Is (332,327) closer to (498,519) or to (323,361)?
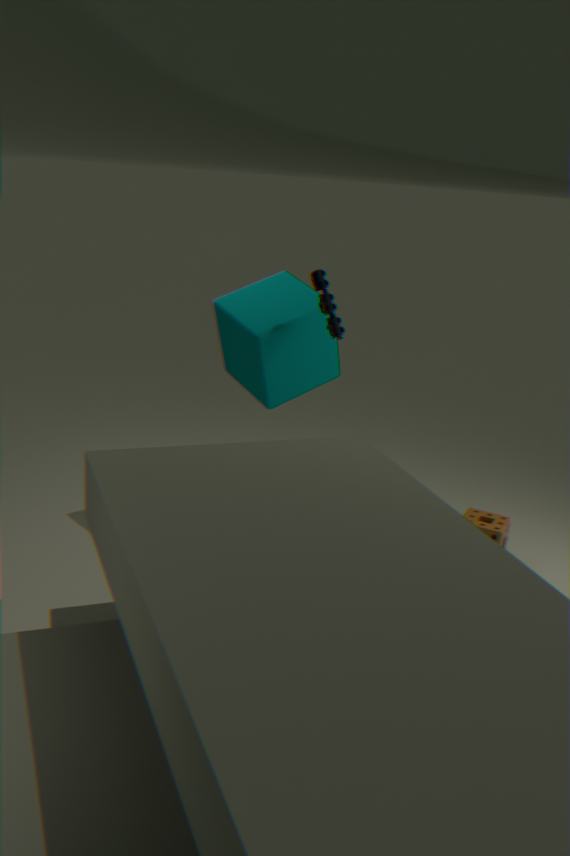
(323,361)
